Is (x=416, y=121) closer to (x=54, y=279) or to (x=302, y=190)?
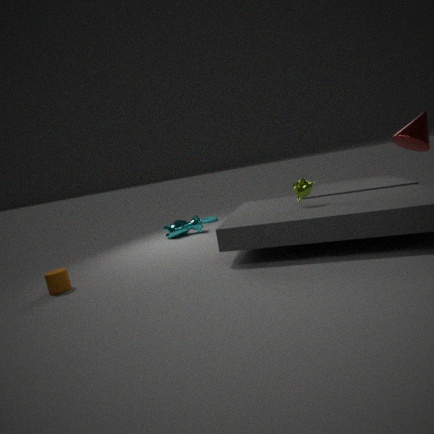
(x=302, y=190)
